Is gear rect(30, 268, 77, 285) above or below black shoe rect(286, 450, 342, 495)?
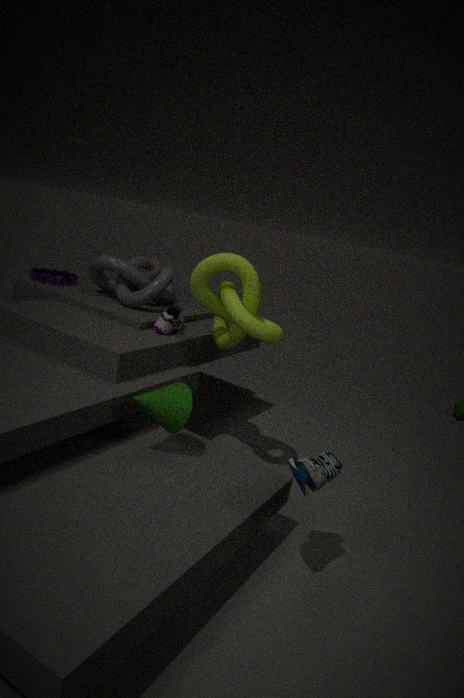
above
